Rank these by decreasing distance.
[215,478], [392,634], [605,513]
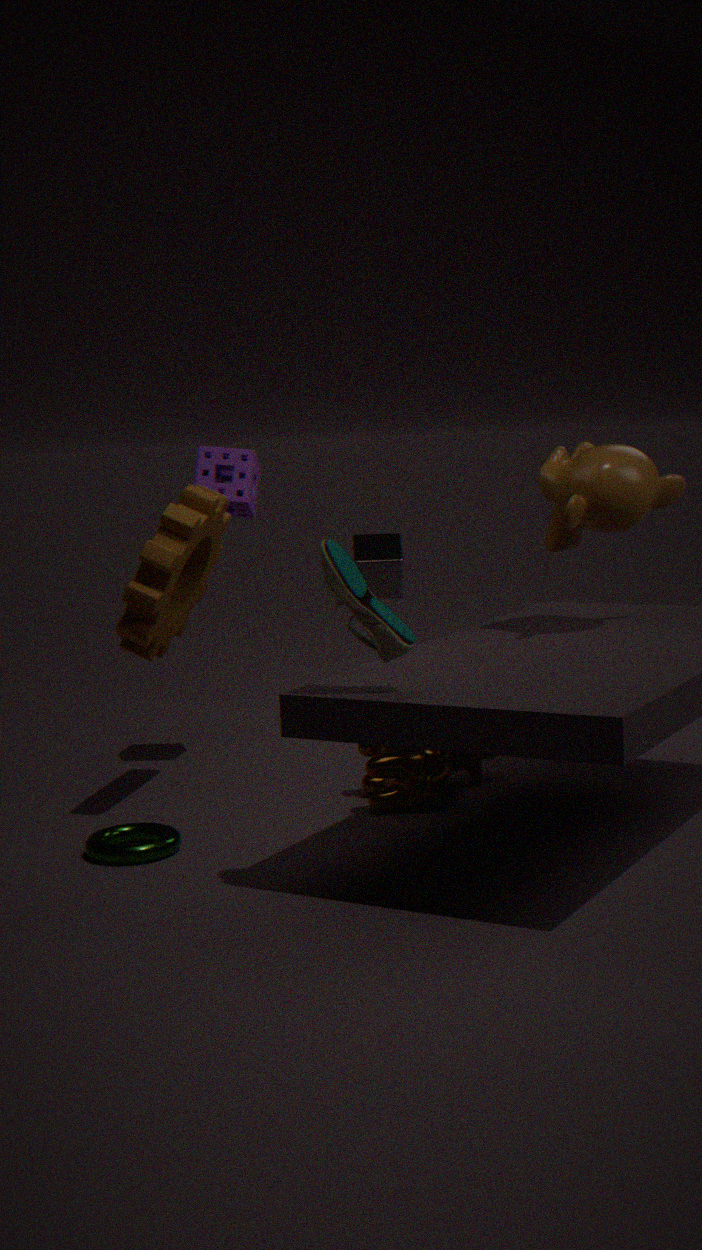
[215,478], [605,513], [392,634]
